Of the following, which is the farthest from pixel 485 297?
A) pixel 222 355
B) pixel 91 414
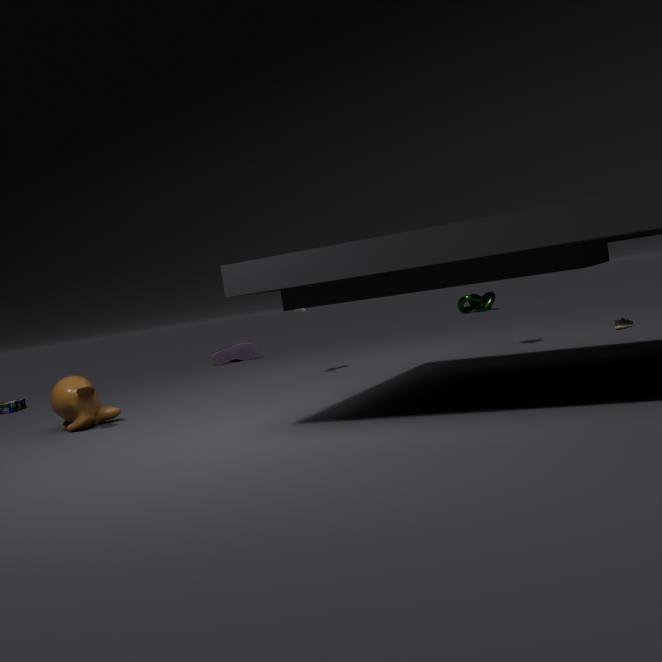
Answer: pixel 91 414
